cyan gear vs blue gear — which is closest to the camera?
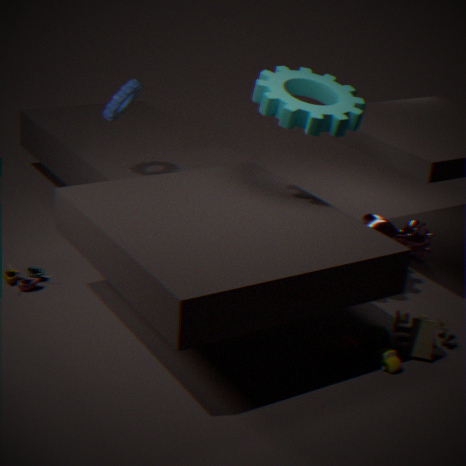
cyan gear
